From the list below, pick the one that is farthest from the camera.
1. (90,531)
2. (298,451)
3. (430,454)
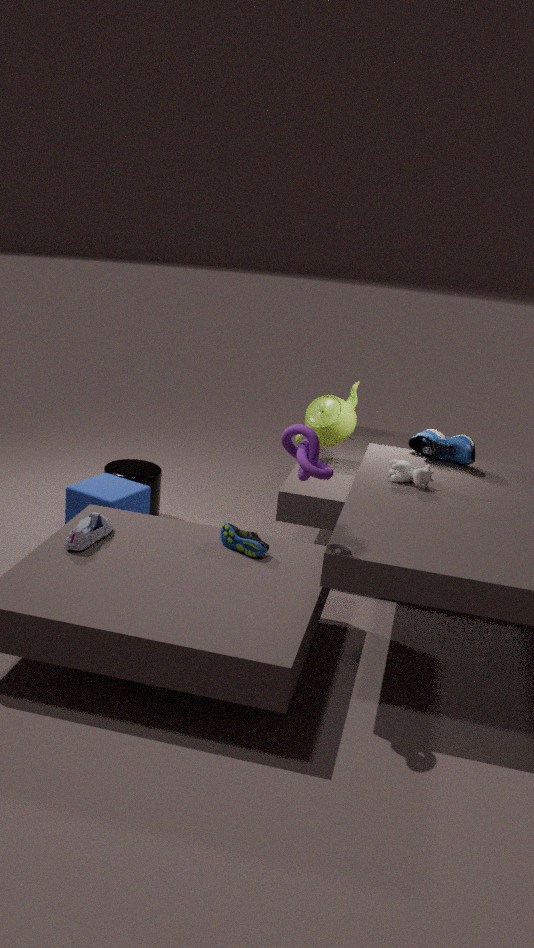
(430,454)
